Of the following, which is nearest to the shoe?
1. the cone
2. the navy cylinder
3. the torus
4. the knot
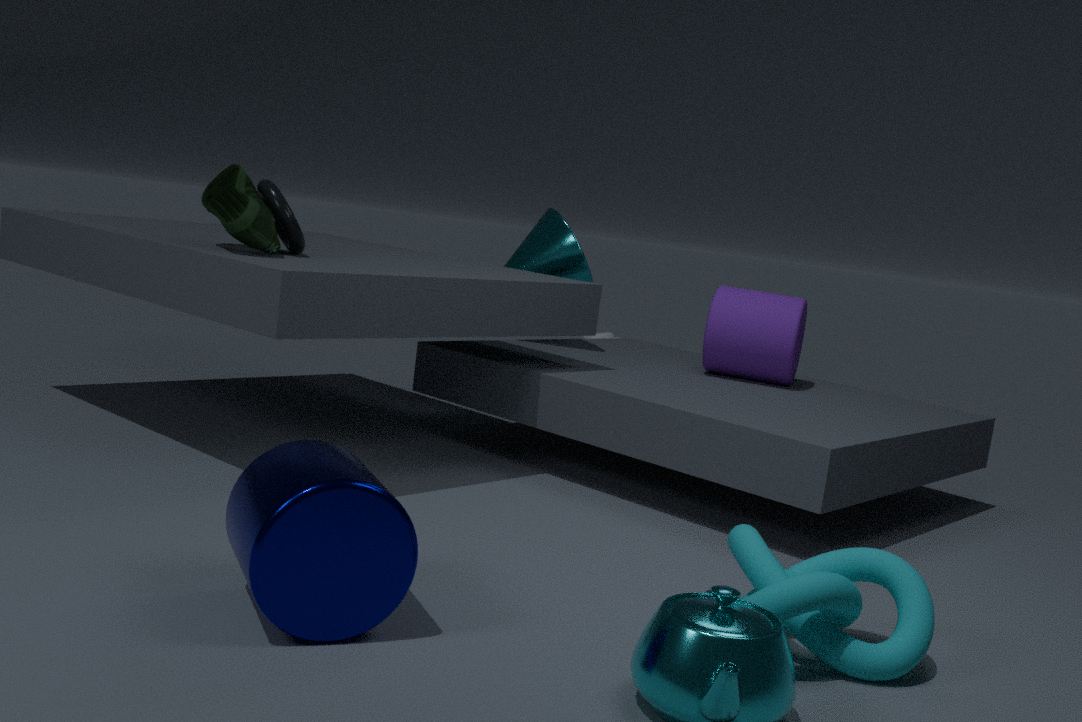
the torus
